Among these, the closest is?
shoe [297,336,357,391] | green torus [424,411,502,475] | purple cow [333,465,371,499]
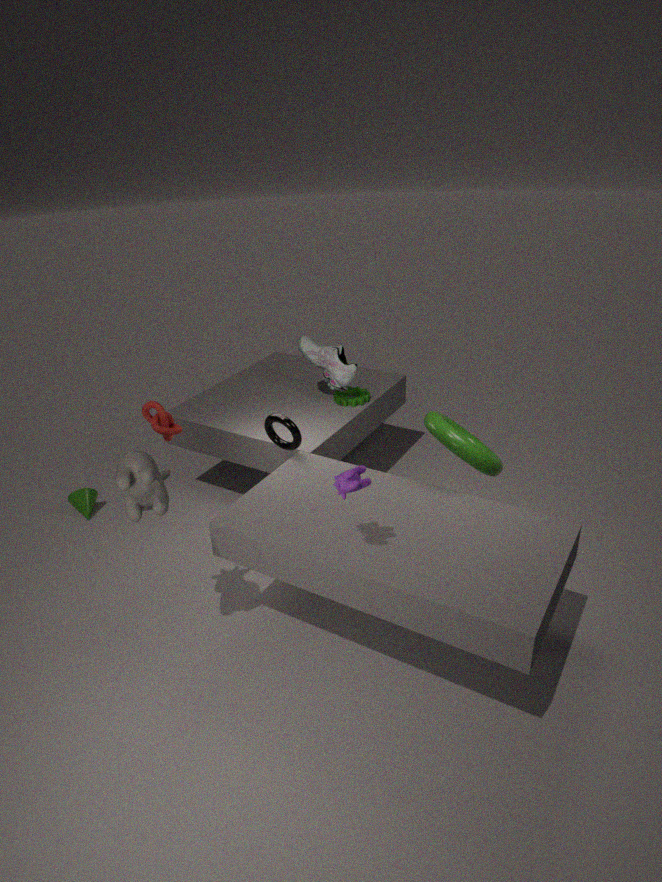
purple cow [333,465,371,499]
